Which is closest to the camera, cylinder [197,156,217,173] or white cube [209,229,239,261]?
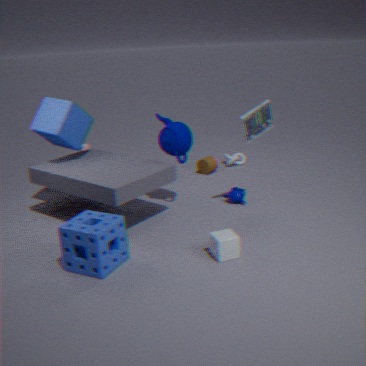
white cube [209,229,239,261]
